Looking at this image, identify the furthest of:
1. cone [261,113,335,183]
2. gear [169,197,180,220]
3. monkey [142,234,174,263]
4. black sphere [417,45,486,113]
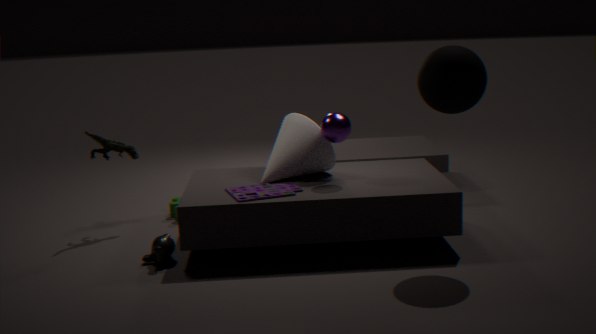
gear [169,197,180,220]
